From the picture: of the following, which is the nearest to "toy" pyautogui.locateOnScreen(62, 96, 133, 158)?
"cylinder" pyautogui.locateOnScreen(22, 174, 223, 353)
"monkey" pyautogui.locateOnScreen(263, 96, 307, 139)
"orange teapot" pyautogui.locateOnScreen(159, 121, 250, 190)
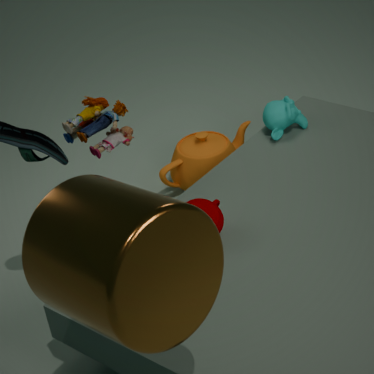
"orange teapot" pyautogui.locateOnScreen(159, 121, 250, 190)
